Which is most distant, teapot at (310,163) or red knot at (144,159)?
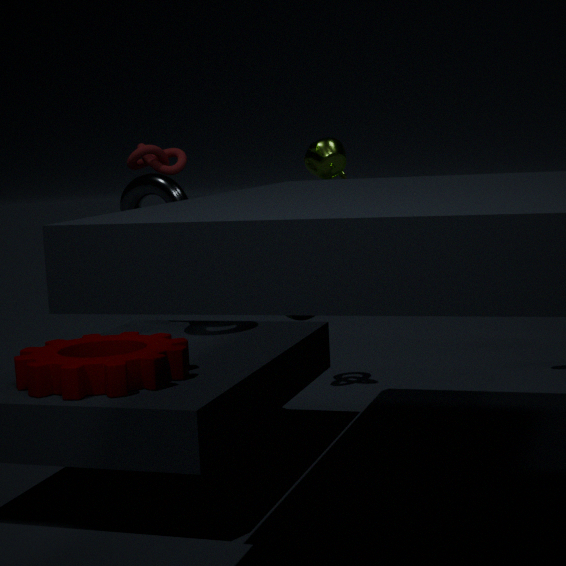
red knot at (144,159)
